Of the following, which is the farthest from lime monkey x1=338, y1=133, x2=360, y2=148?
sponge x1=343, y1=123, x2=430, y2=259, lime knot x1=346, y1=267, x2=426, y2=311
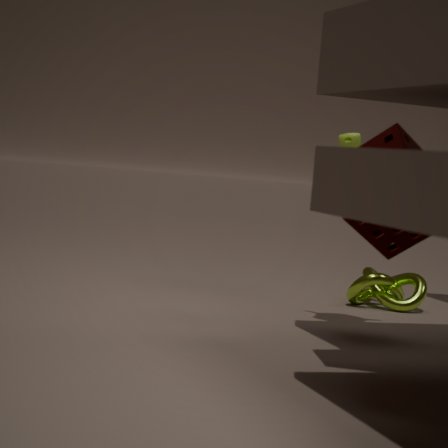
lime knot x1=346, y1=267, x2=426, y2=311
